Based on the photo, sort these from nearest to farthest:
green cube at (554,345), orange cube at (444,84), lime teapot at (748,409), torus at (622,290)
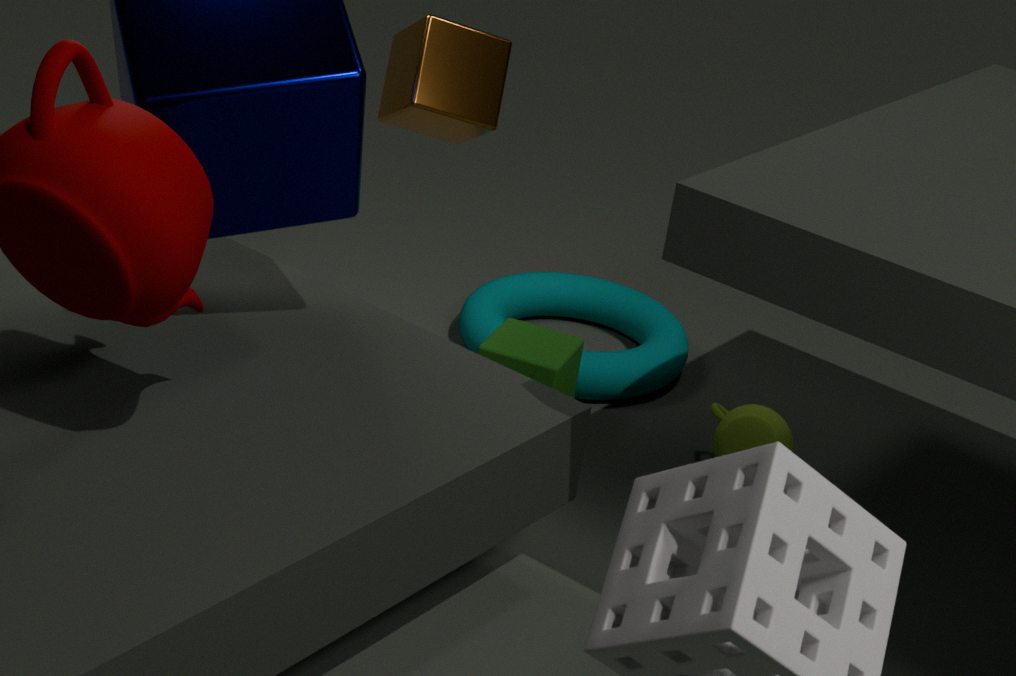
1. orange cube at (444,84)
2. lime teapot at (748,409)
3. green cube at (554,345)
4. torus at (622,290)
